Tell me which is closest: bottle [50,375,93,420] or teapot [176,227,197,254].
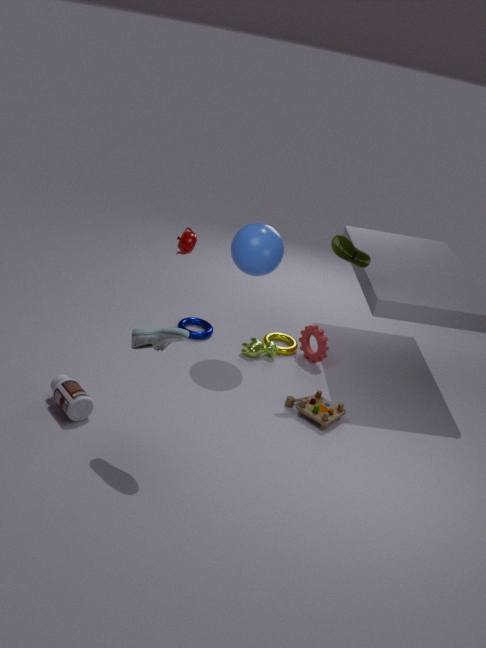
bottle [50,375,93,420]
